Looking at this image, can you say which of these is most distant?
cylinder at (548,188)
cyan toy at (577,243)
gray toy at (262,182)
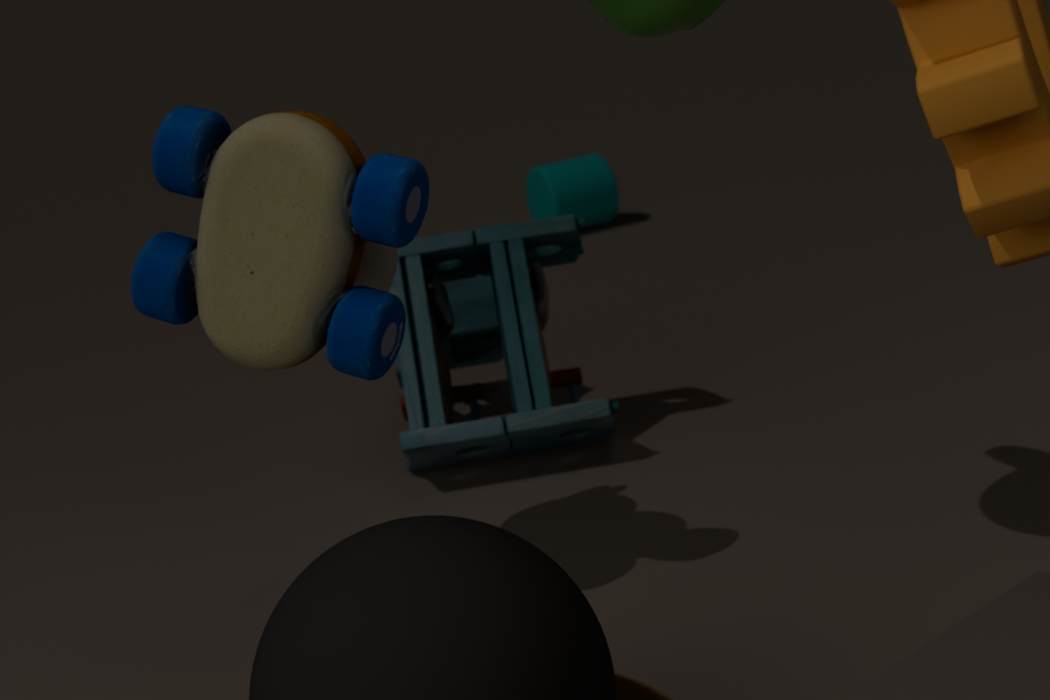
cylinder at (548,188)
